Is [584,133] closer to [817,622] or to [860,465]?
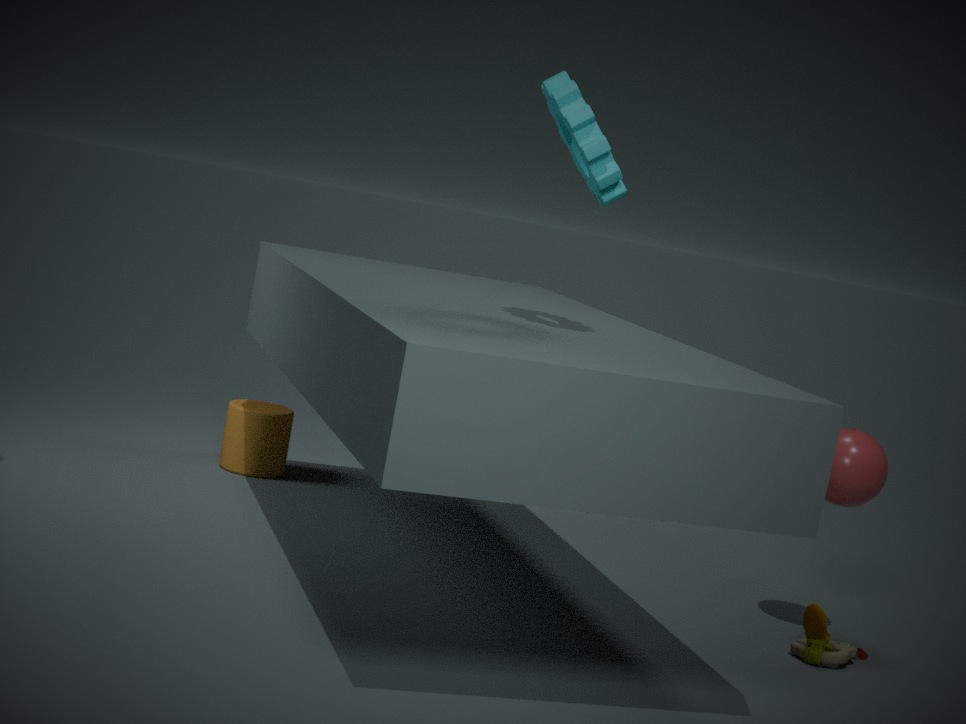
[860,465]
